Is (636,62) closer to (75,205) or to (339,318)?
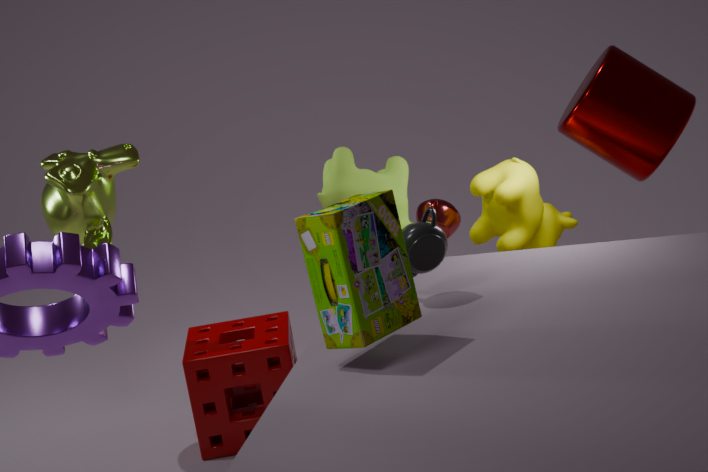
(339,318)
